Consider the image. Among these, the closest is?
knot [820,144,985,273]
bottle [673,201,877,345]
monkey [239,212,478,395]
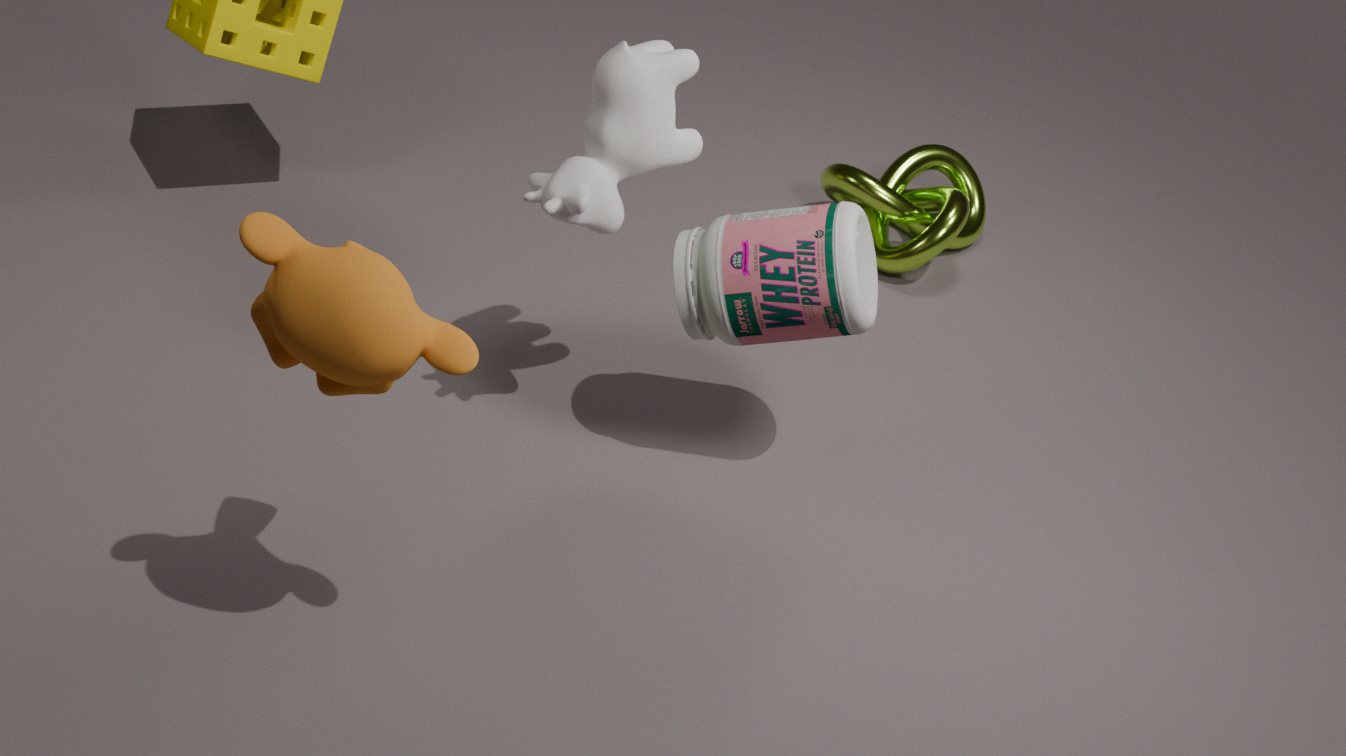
monkey [239,212,478,395]
